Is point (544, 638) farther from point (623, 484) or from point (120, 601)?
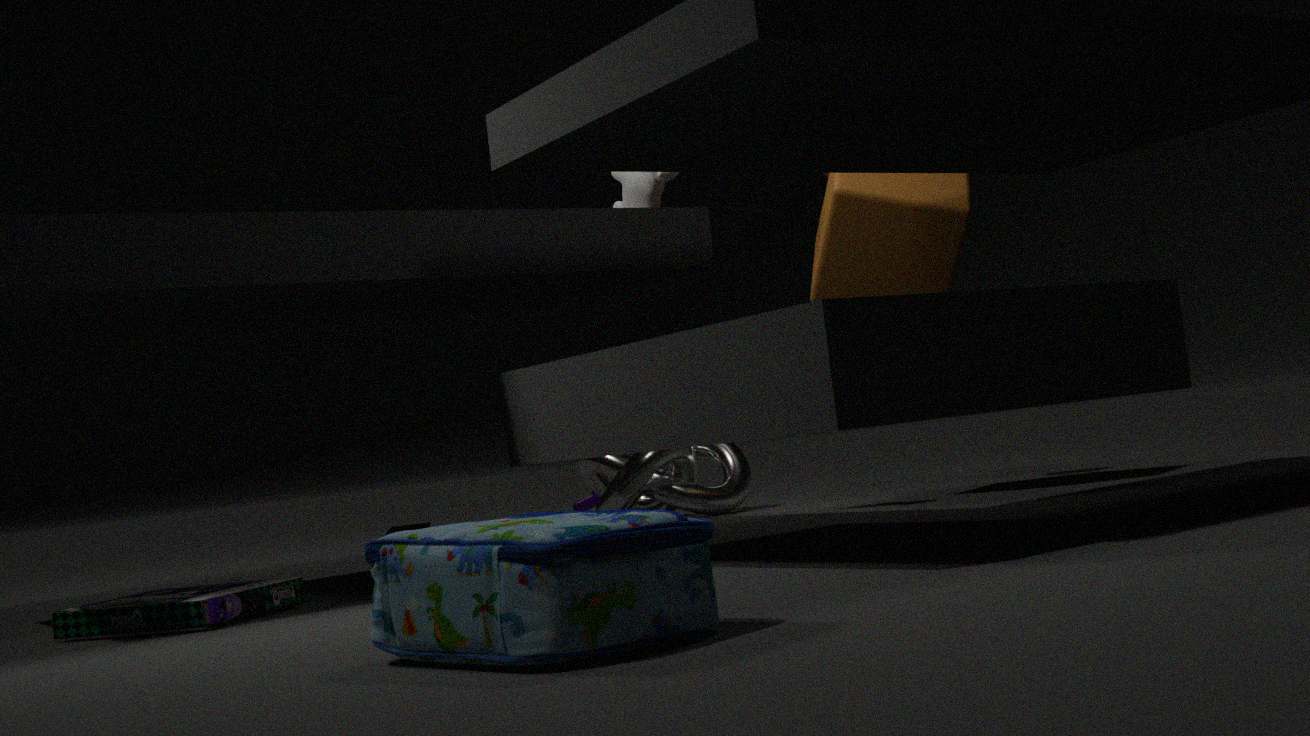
point (623, 484)
